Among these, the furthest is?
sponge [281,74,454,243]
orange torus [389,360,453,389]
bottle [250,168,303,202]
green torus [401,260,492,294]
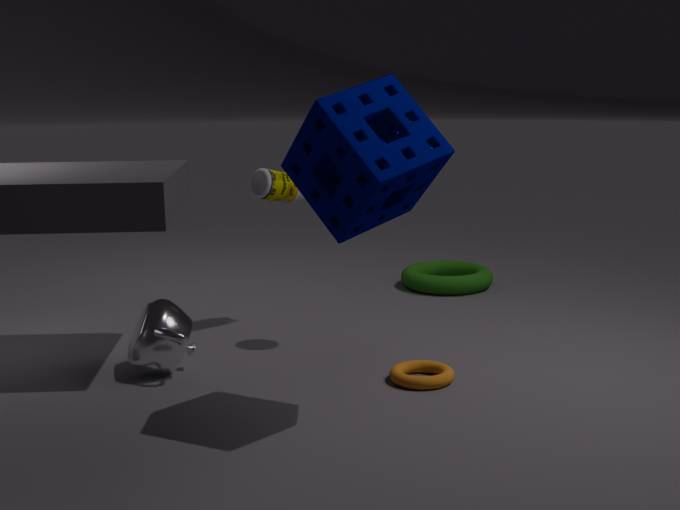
green torus [401,260,492,294]
